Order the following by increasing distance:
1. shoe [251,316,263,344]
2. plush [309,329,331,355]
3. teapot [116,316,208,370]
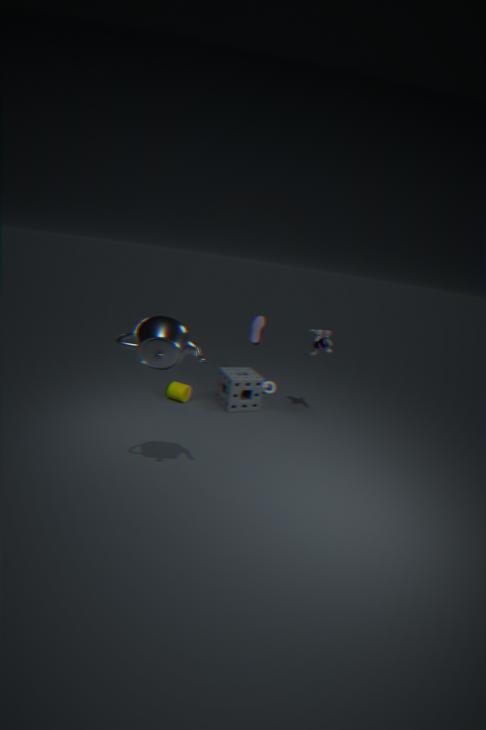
teapot [116,316,208,370]
plush [309,329,331,355]
shoe [251,316,263,344]
